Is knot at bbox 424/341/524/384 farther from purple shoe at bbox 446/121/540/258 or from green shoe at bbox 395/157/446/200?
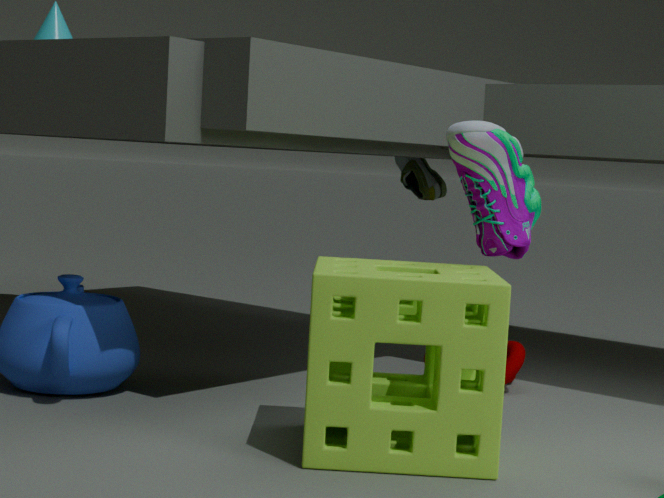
green shoe at bbox 395/157/446/200
